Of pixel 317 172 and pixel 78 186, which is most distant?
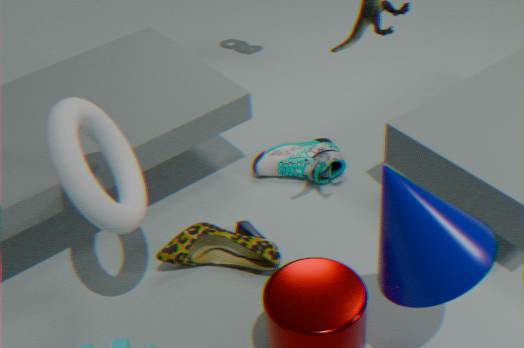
pixel 317 172
